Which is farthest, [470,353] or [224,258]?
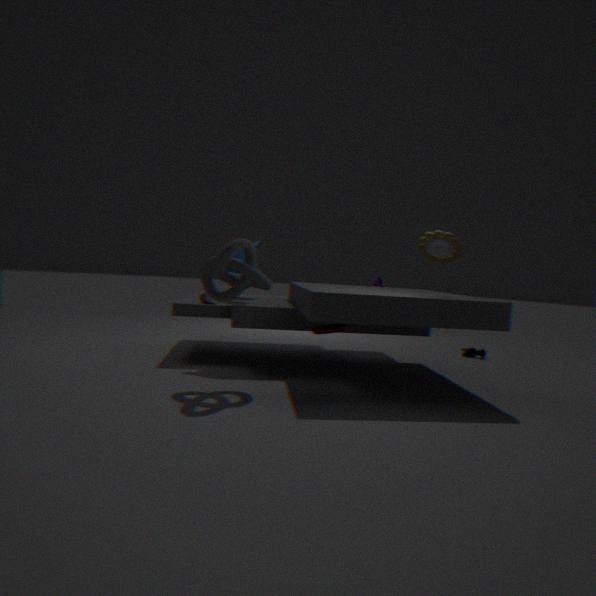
[470,353]
